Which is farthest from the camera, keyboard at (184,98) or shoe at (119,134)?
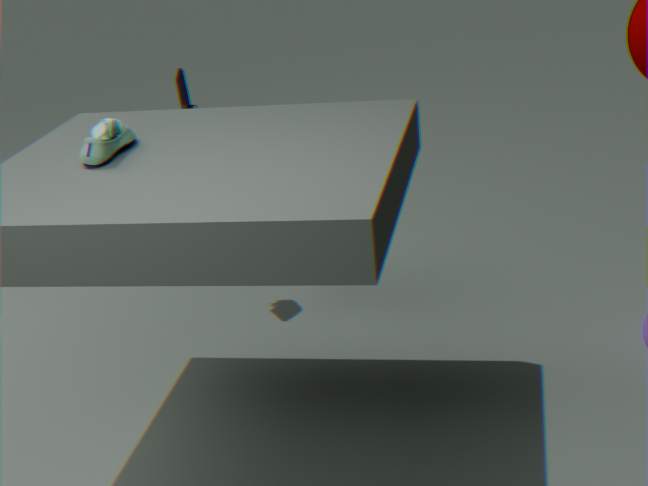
keyboard at (184,98)
